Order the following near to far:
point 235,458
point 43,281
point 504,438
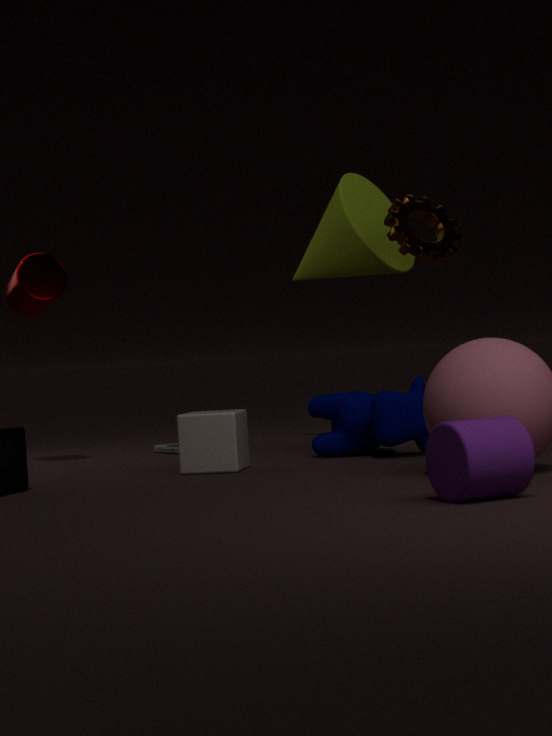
point 504,438 < point 235,458 < point 43,281
